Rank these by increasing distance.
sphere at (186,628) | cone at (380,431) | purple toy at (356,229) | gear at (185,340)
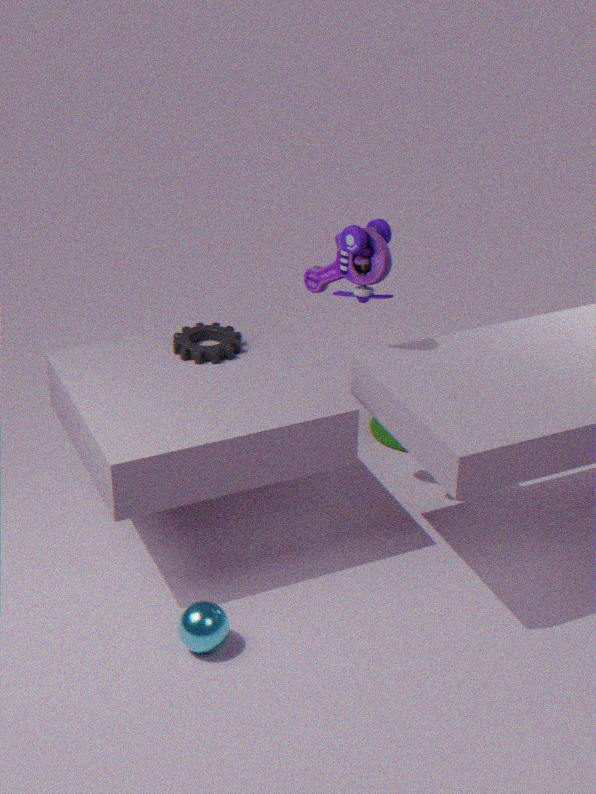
sphere at (186,628) → purple toy at (356,229) → gear at (185,340) → cone at (380,431)
